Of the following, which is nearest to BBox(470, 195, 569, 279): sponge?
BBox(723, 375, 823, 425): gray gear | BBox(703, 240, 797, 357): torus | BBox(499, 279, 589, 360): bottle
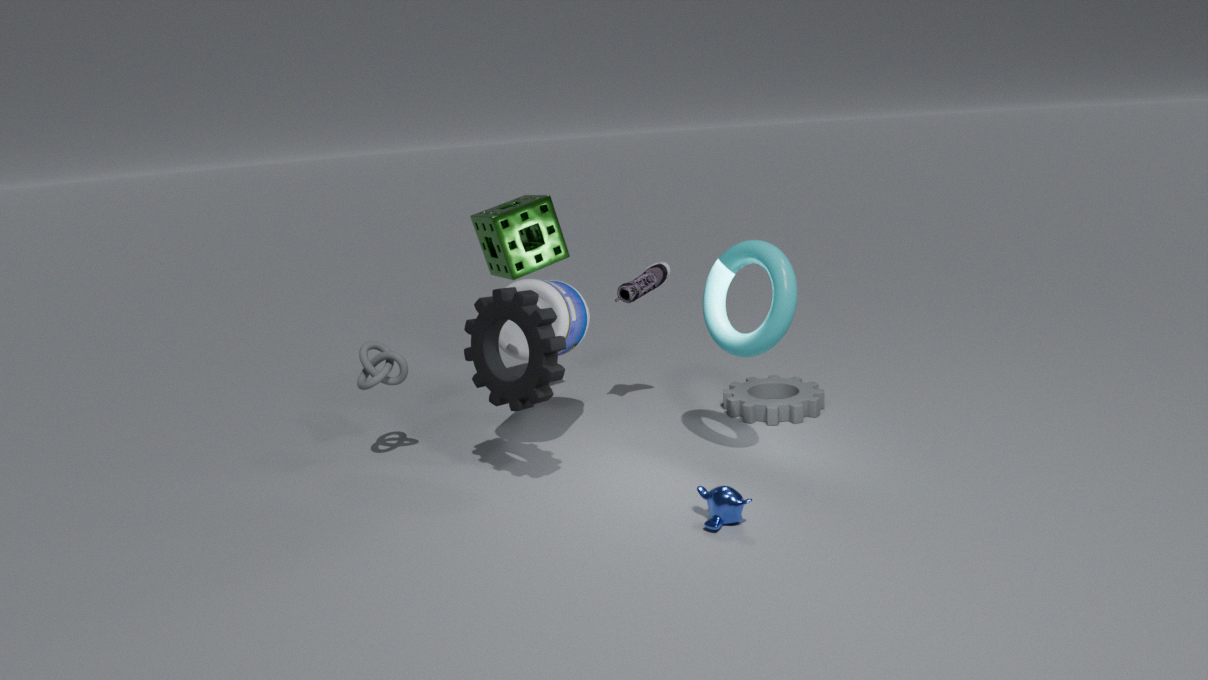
BBox(499, 279, 589, 360): bottle
